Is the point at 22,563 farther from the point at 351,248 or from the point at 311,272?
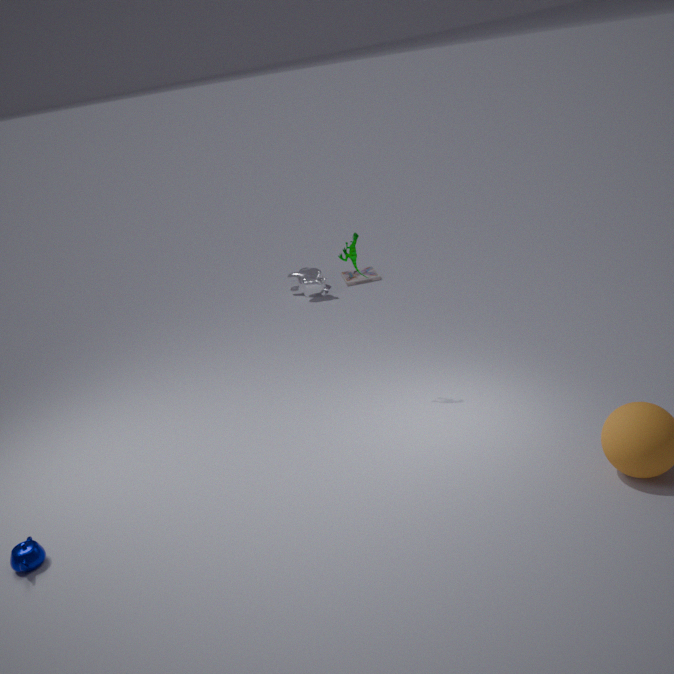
the point at 311,272
